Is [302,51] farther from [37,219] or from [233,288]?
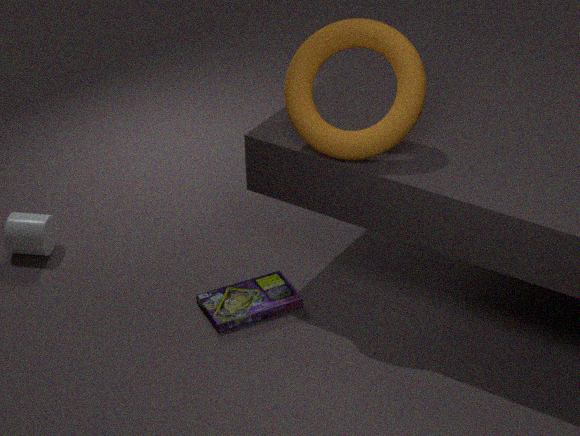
[37,219]
